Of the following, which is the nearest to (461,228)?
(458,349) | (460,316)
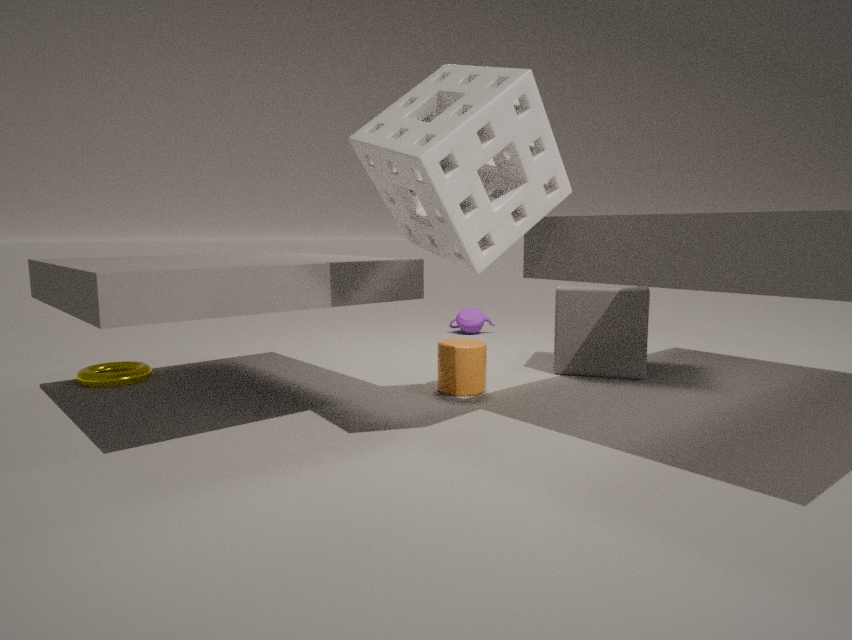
(458,349)
